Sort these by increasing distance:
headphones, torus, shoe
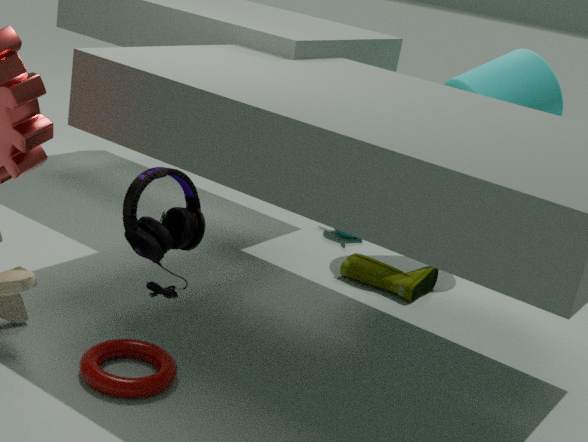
headphones → torus → shoe
